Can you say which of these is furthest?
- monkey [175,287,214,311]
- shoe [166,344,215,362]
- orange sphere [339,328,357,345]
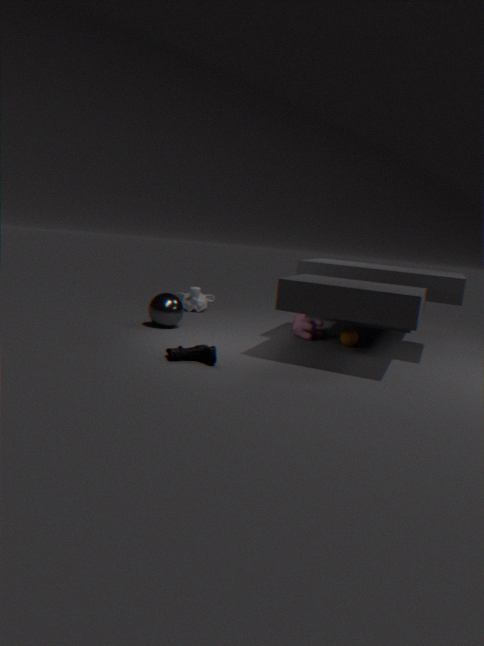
monkey [175,287,214,311]
